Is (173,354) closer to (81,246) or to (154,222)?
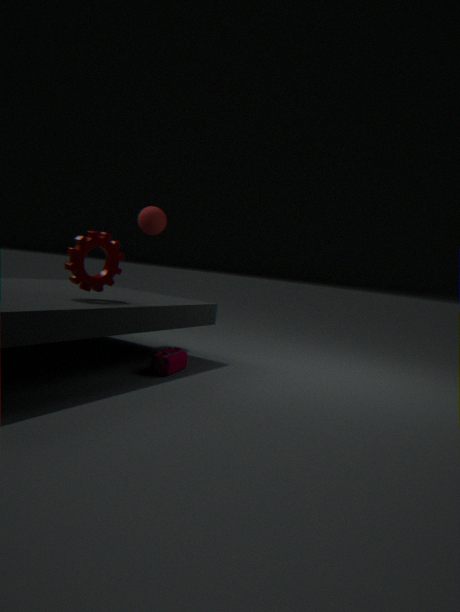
(81,246)
